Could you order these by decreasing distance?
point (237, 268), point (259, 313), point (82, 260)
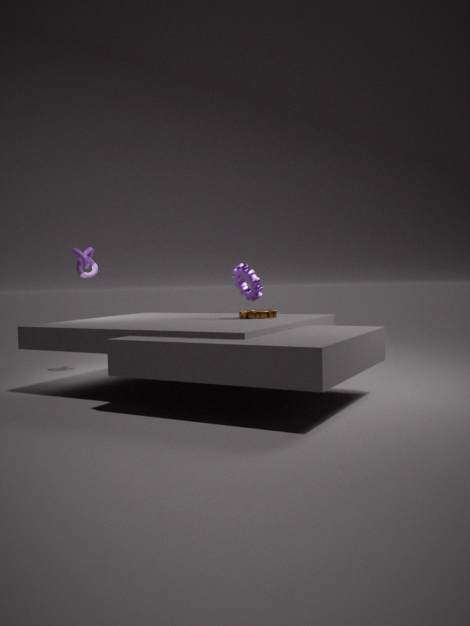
1. point (82, 260)
2. point (259, 313)
3. point (237, 268)
